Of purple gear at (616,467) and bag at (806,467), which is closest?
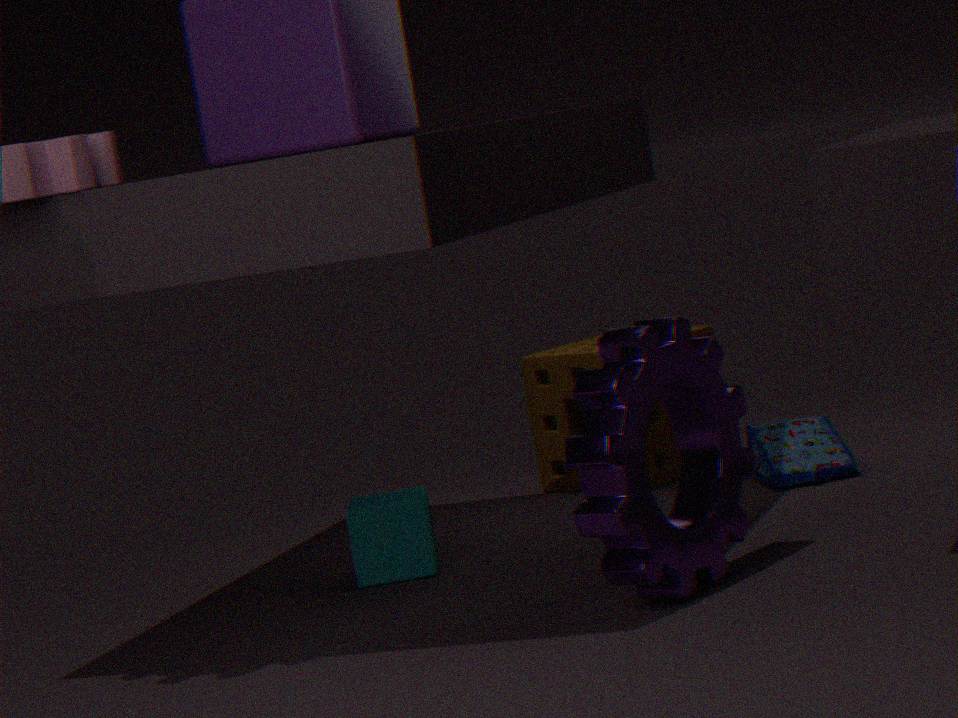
purple gear at (616,467)
